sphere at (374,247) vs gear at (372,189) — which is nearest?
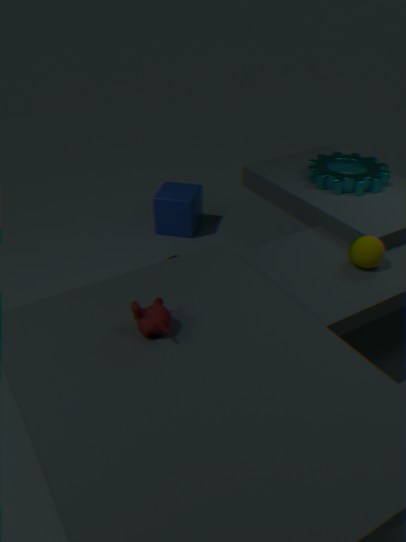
sphere at (374,247)
